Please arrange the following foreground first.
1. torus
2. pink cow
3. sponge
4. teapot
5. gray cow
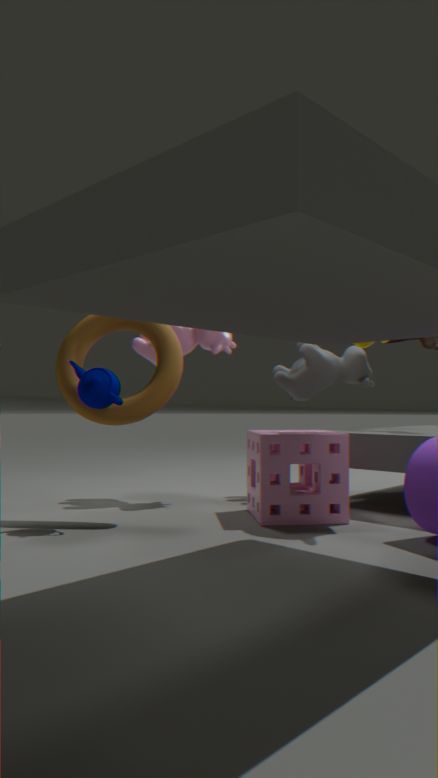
teapot < sponge < torus < pink cow < gray cow
